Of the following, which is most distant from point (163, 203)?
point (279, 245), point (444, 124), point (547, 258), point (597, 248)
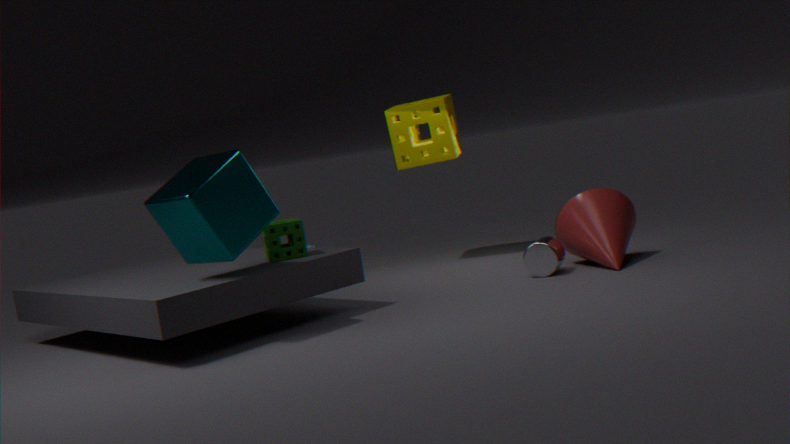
point (597, 248)
